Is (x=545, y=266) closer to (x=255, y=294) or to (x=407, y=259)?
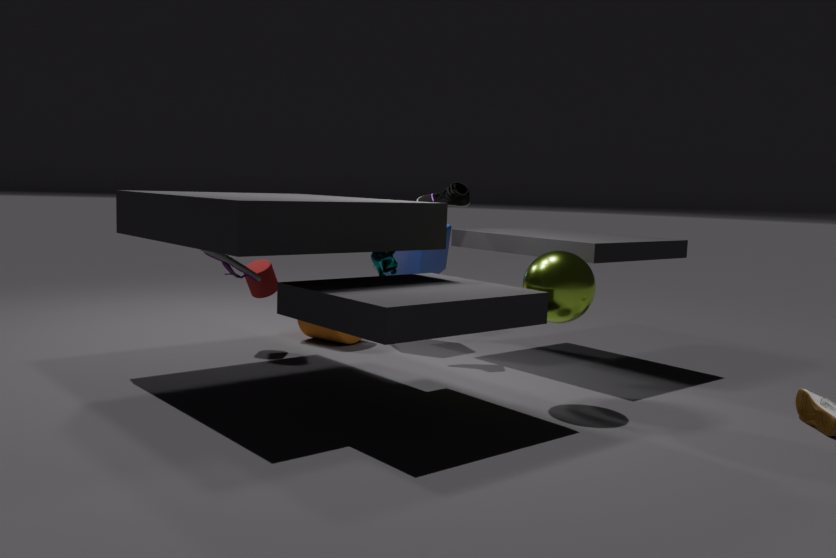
(x=407, y=259)
